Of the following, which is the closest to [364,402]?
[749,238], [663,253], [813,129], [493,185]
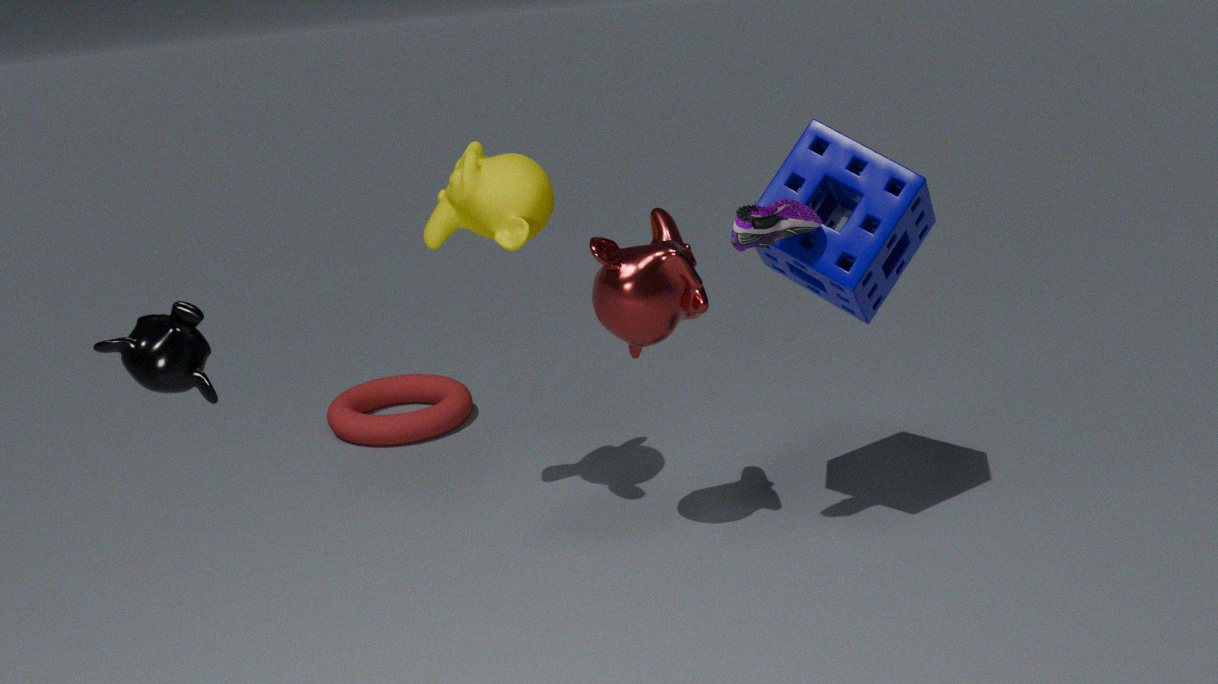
[493,185]
